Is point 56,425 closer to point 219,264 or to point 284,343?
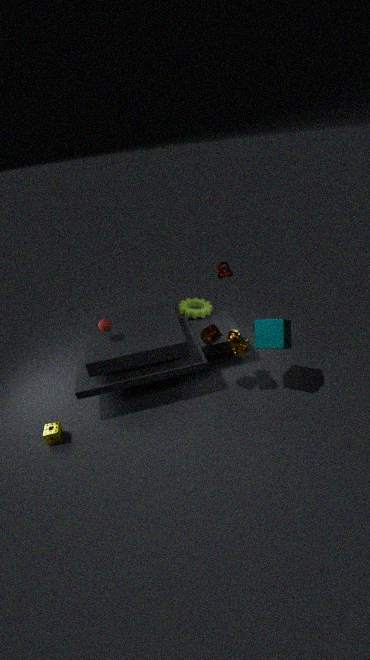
point 284,343
